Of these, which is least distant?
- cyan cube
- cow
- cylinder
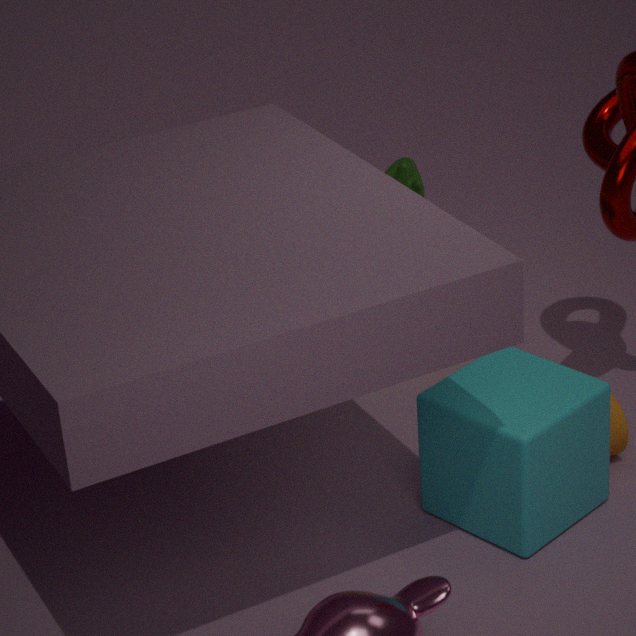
cyan cube
